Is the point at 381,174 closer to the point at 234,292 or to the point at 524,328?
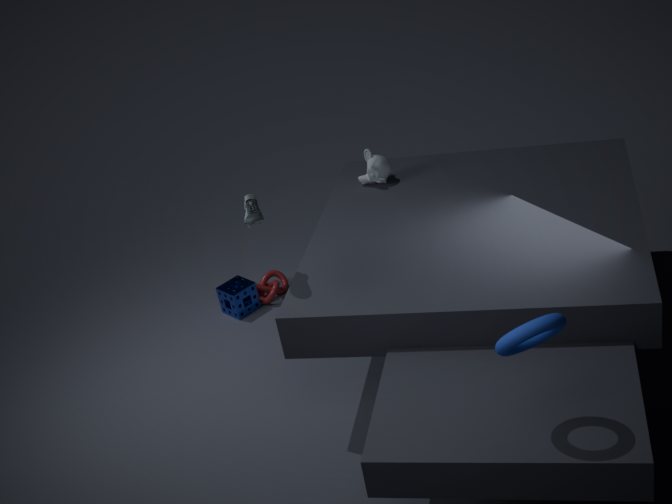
the point at 234,292
